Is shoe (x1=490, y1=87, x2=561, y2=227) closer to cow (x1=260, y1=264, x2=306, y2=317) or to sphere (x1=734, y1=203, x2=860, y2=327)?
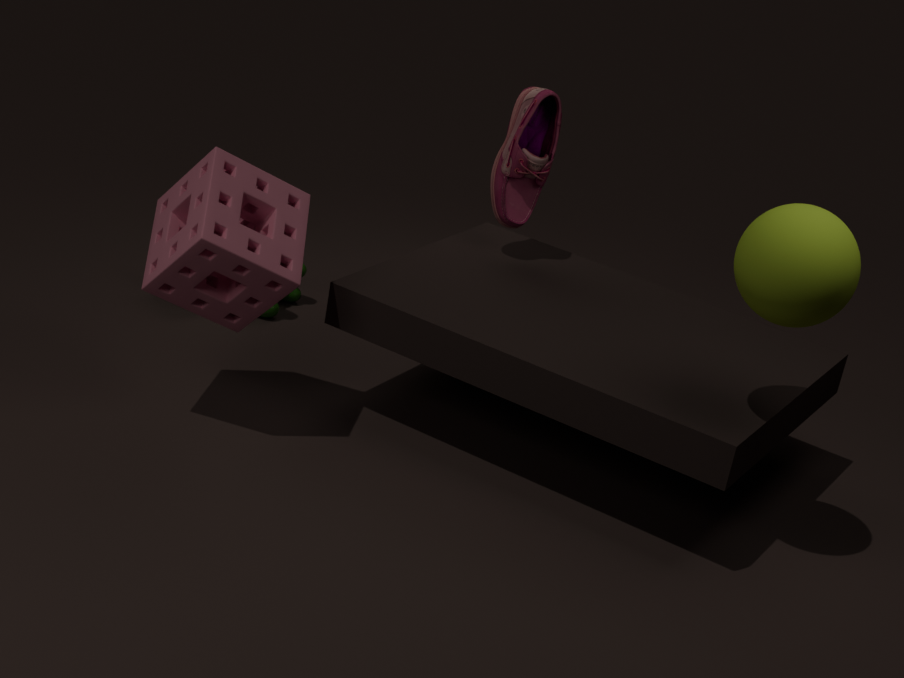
cow (x1=260, y1=264, x2=306, y2=317)
